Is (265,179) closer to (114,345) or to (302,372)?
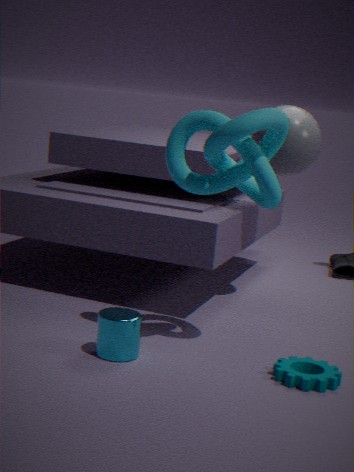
(114,345)
